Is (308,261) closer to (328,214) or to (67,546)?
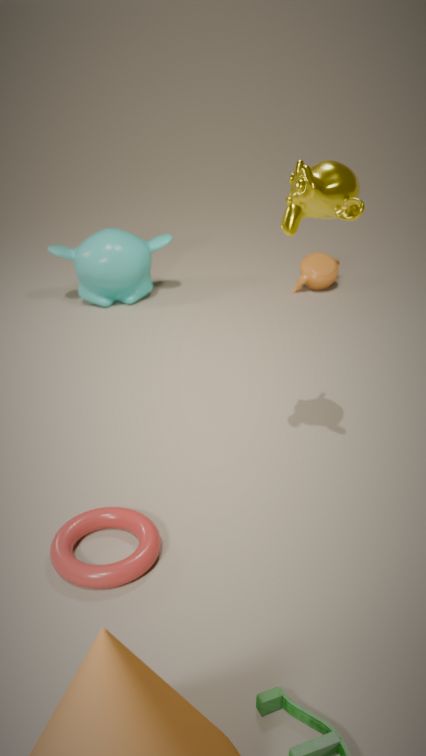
(328,214)
